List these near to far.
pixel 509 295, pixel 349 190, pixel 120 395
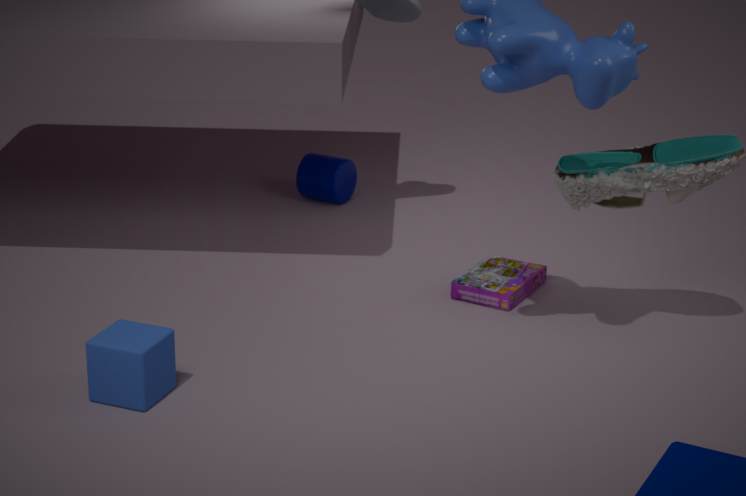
pixel 120 395
pixel 509 295
pixel 349 190
